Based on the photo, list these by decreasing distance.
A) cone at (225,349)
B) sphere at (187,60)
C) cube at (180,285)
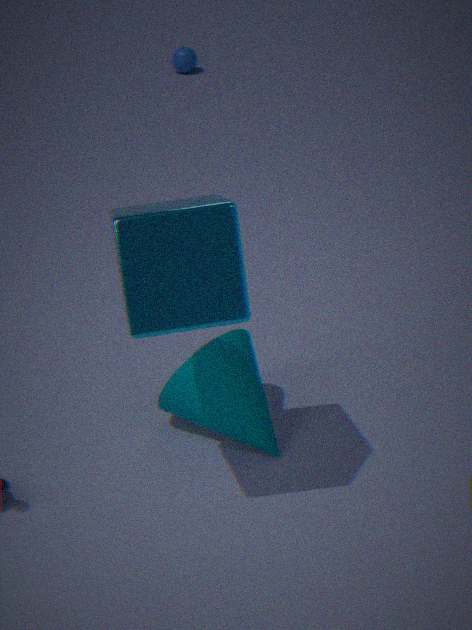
sphere at (187,60), cone at (225,349), cube at (180,285)
